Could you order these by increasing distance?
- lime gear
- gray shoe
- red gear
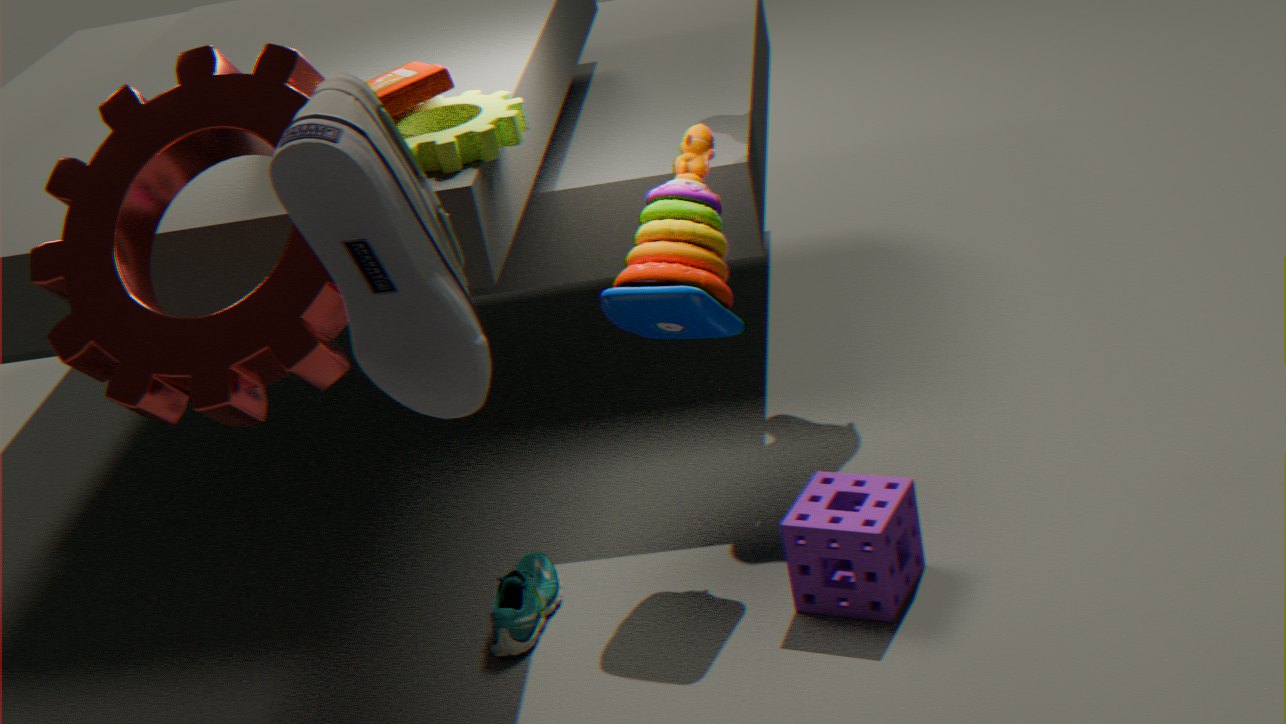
gray shoe
red gear
lime gear
